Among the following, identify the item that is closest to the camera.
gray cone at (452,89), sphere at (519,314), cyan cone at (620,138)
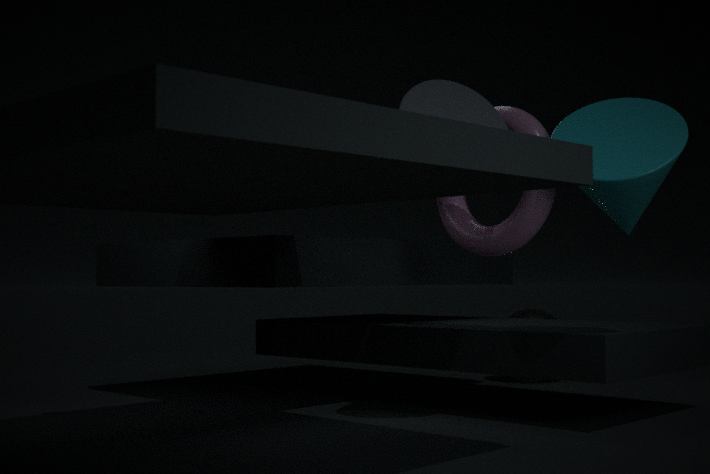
cyan cone at (620,138)
